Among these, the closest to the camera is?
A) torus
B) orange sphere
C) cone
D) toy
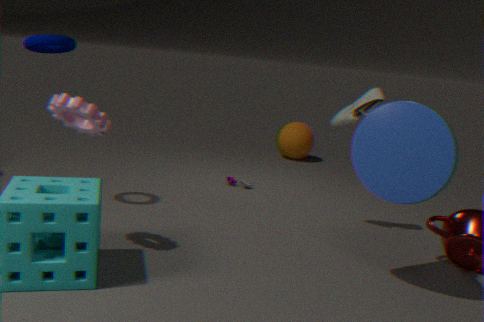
C. cone
